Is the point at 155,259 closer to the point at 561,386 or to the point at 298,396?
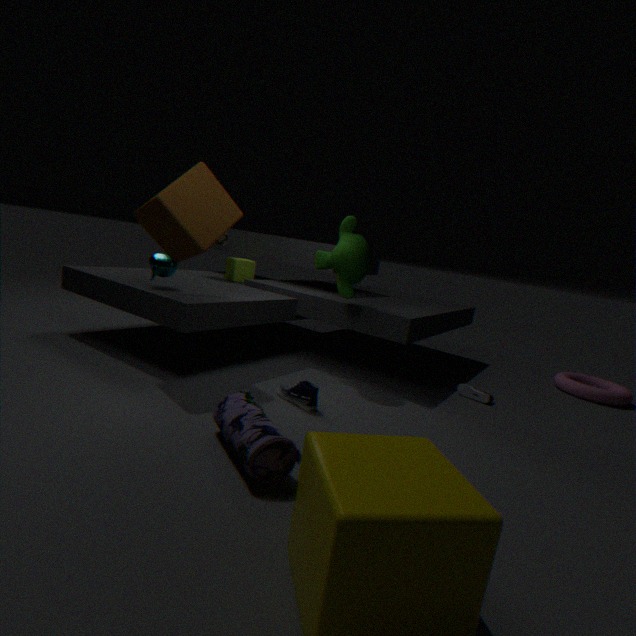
the point at 298,396
